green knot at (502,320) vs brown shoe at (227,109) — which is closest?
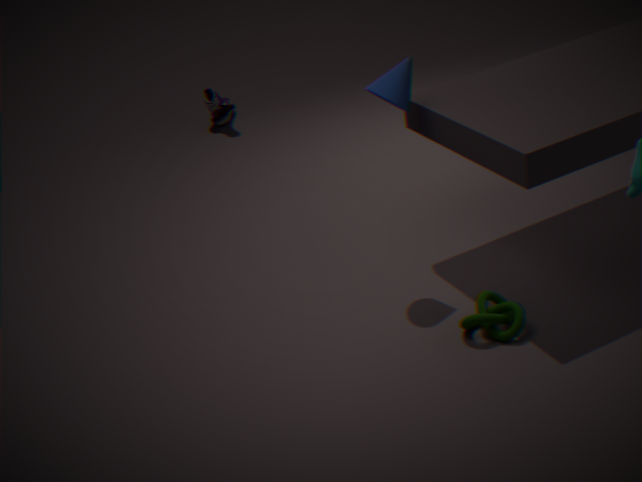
green knot at (502,320)
